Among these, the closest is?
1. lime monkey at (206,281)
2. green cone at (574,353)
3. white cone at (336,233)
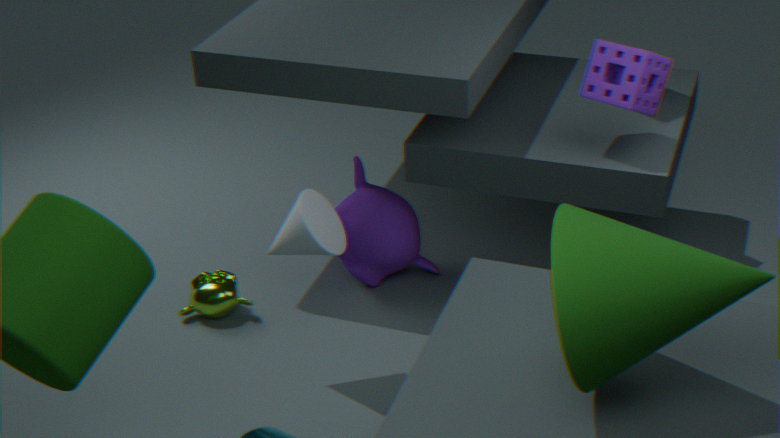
green cone at (574,353)
